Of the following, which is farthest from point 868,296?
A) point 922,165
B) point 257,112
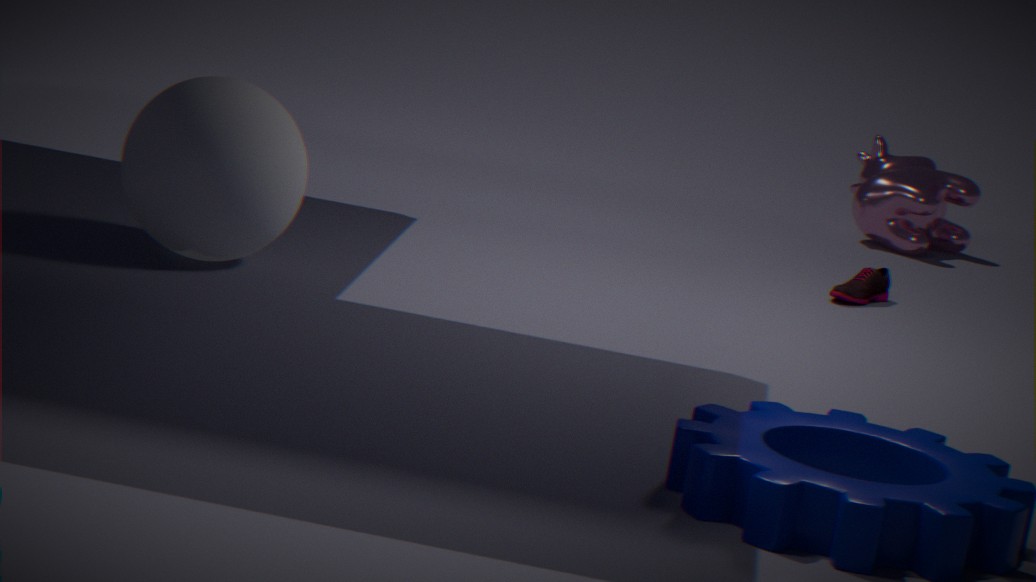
point 257,112
